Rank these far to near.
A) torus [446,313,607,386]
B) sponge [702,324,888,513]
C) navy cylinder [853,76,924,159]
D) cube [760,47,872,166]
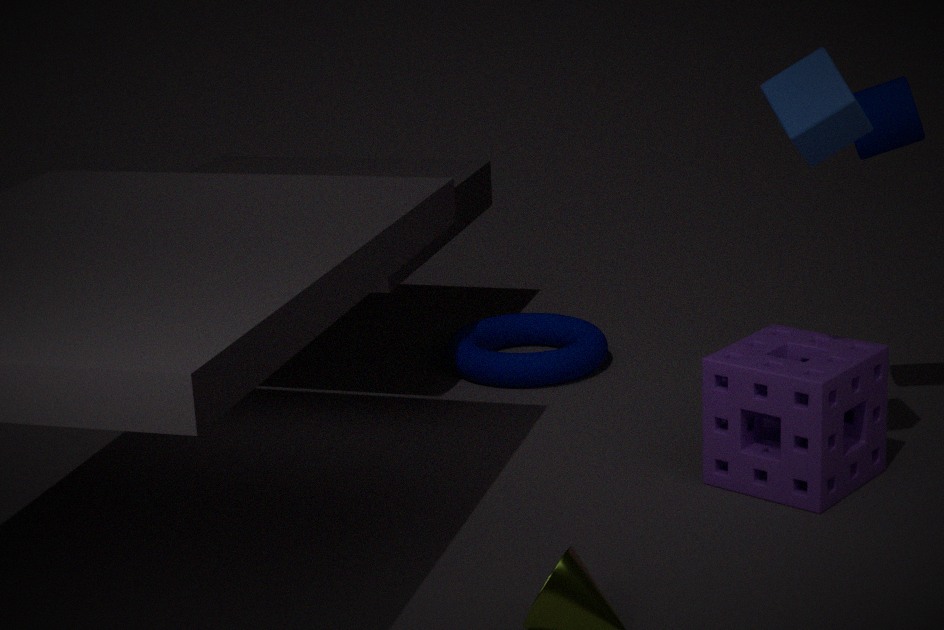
torus [446,313,607,386] → navy cylinder [853,76,924,159] → sponge [702,324,888,513] → cube [760,47,872,166]
